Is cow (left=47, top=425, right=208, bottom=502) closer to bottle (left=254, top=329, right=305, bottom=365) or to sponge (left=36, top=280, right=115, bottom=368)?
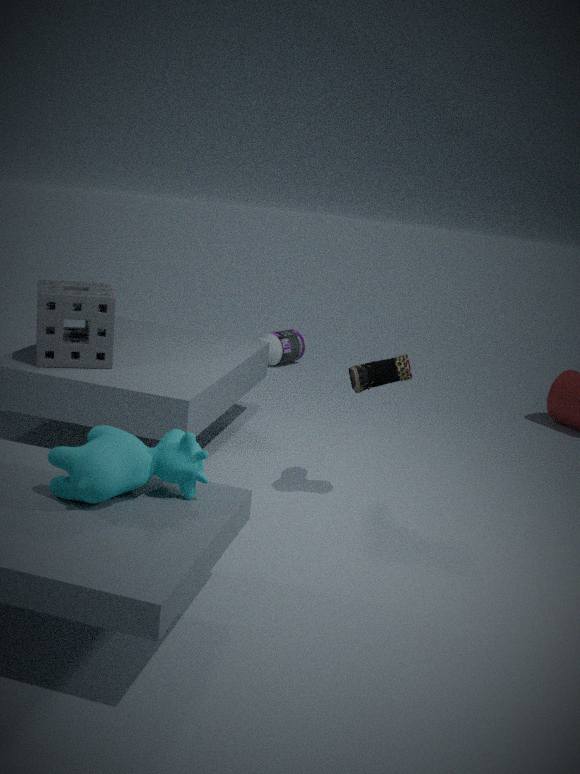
sponge (left=36, top=280, right=115, bottom=368)
